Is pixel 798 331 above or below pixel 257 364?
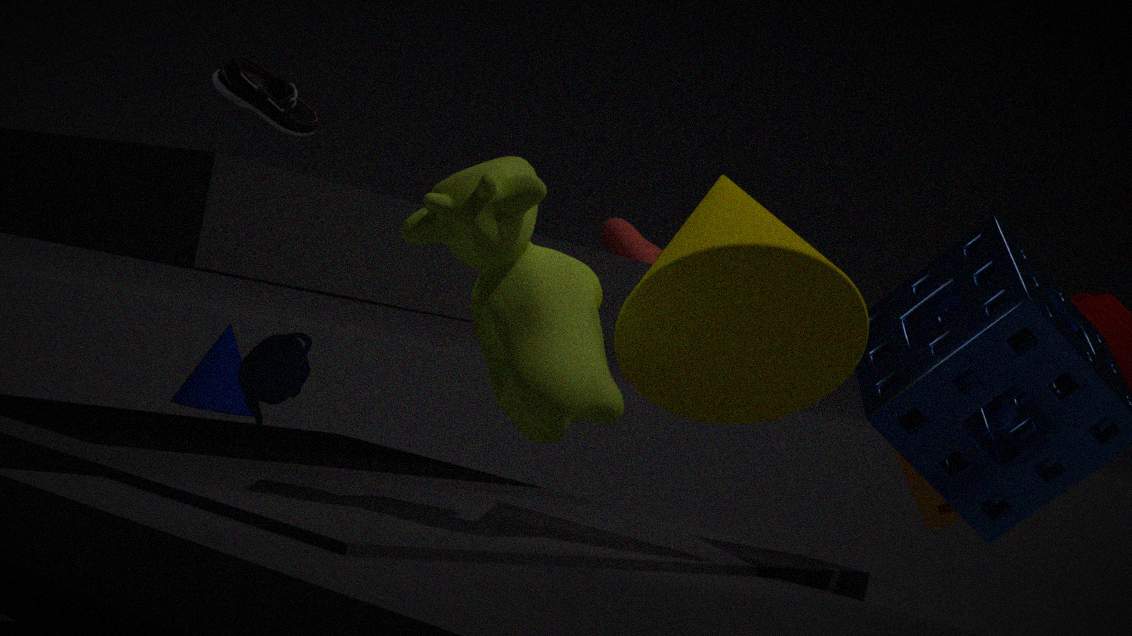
above
